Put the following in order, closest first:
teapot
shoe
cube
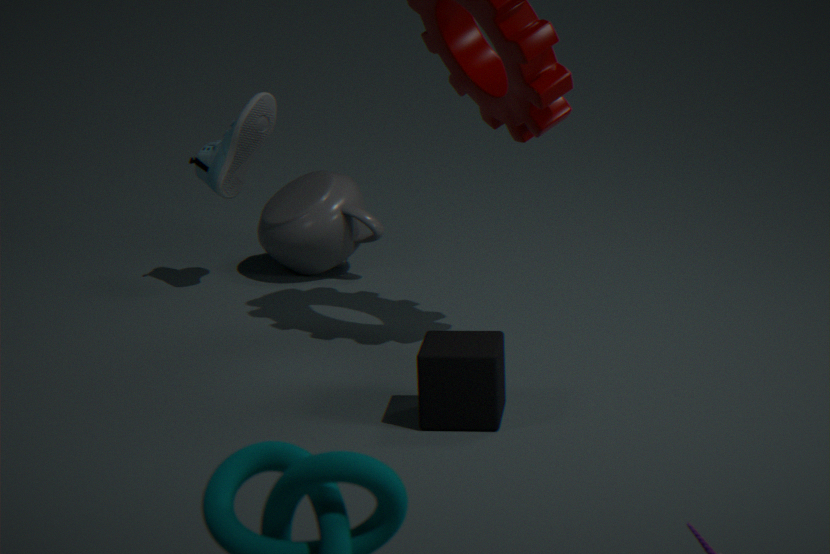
1. cube
2. shoe
3. teapot
